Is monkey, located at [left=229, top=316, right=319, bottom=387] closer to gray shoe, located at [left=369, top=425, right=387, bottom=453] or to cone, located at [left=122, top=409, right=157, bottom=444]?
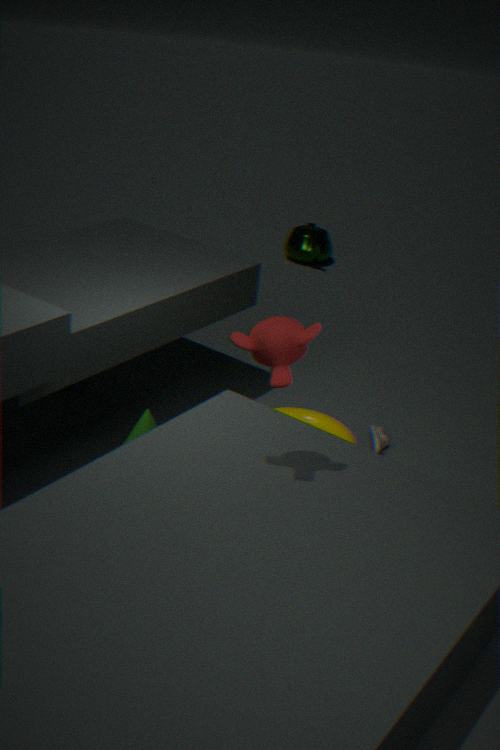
cone, located at [left=122, top=409, right=157, bottom=444]
